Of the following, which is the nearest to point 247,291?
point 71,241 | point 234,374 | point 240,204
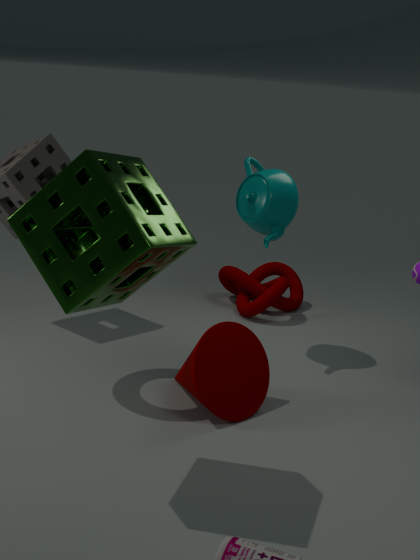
point 240,204
